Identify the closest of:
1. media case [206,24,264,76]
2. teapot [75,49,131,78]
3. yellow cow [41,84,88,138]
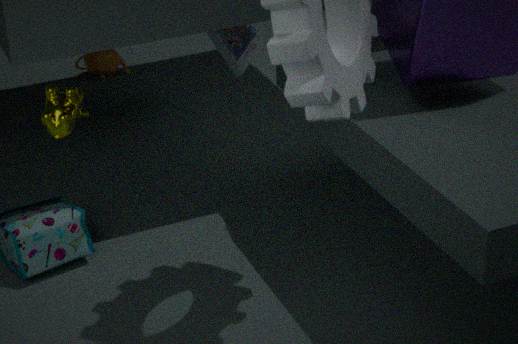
yellow cow [41,84,88,138]
